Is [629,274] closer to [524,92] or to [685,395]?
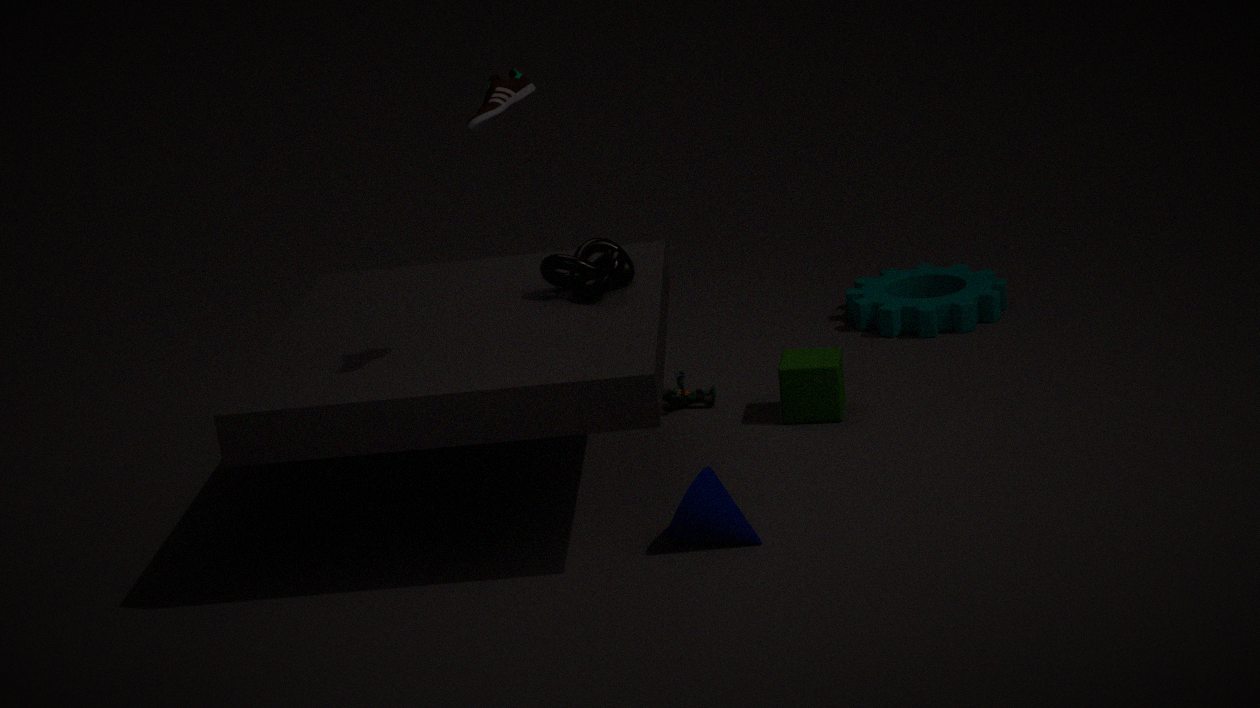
[685,395]
